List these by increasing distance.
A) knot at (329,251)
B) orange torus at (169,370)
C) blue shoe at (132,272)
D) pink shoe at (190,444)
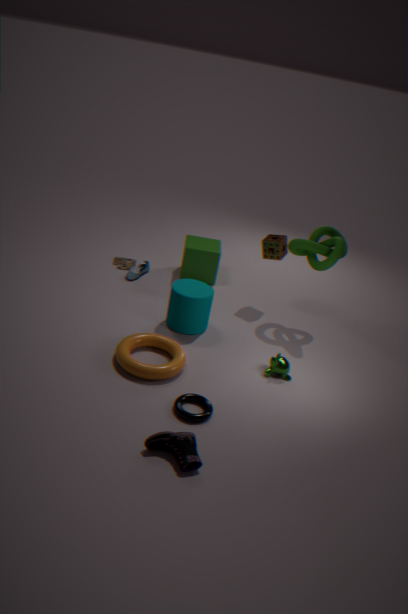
pink shoe at (190,444) → orange torus at (169,370) → knot at (329,251) → blue shoe at (132,272)
